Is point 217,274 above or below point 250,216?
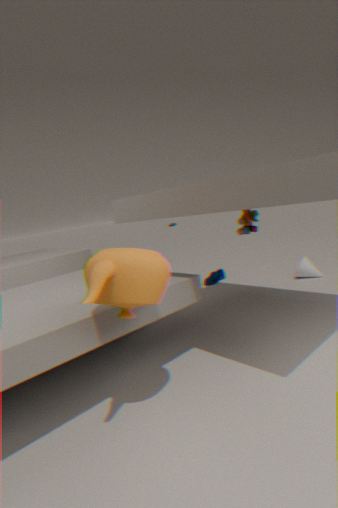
below
